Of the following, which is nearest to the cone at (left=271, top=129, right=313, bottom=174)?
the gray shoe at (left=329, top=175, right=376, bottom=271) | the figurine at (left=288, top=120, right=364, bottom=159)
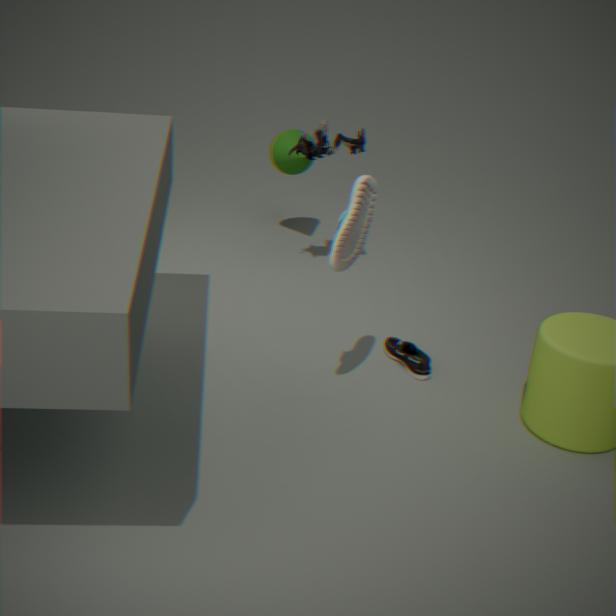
the figurine at (left=288, top=120, right=364, bottom=159)
